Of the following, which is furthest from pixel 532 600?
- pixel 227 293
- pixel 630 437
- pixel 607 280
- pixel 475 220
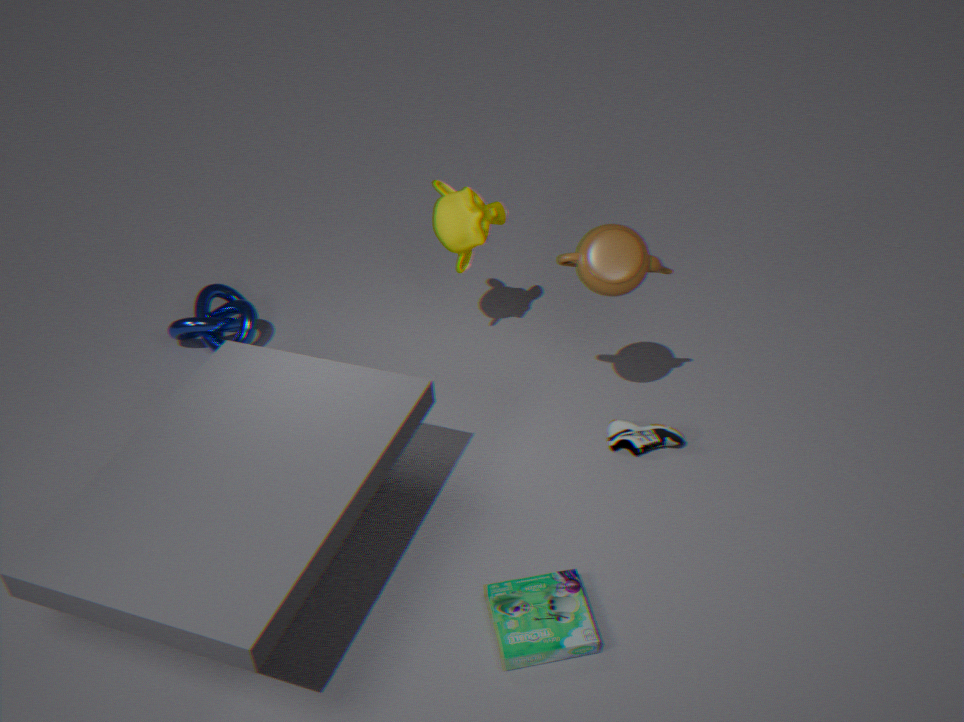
pixel 227 293
